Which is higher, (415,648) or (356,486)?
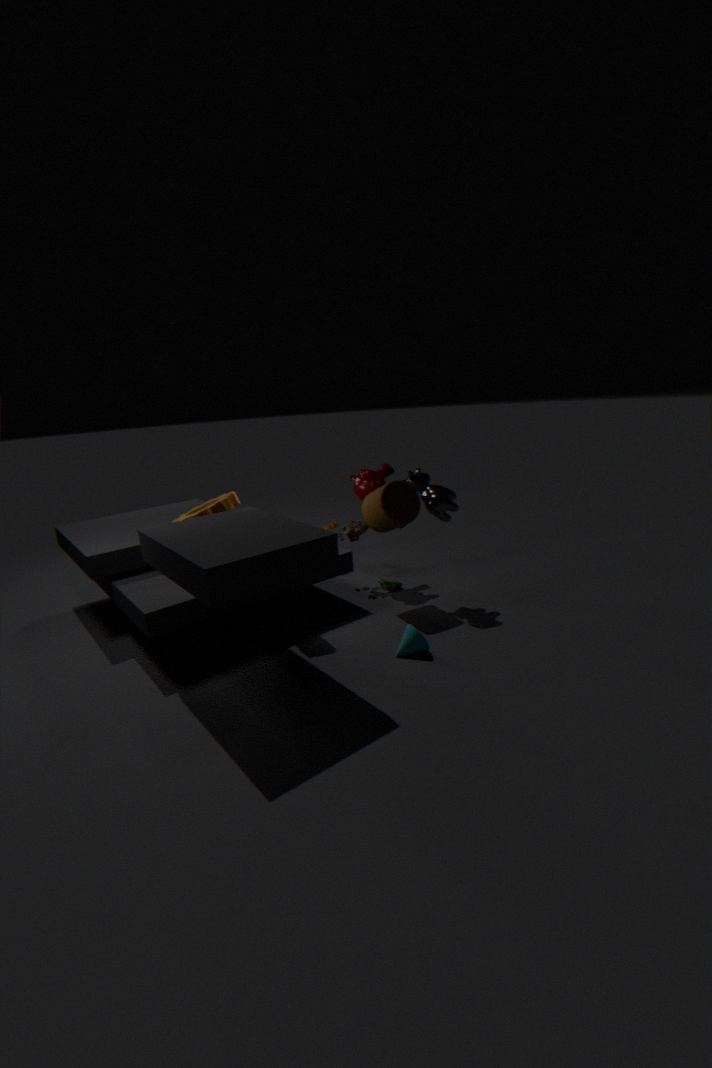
(356,486)
